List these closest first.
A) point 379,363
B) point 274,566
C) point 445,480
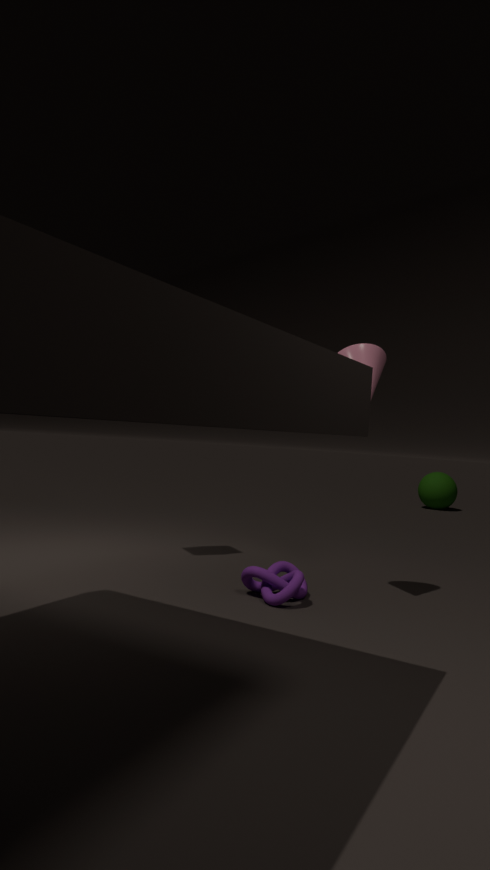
point 379,363 < point 274,566 < point 445,480
